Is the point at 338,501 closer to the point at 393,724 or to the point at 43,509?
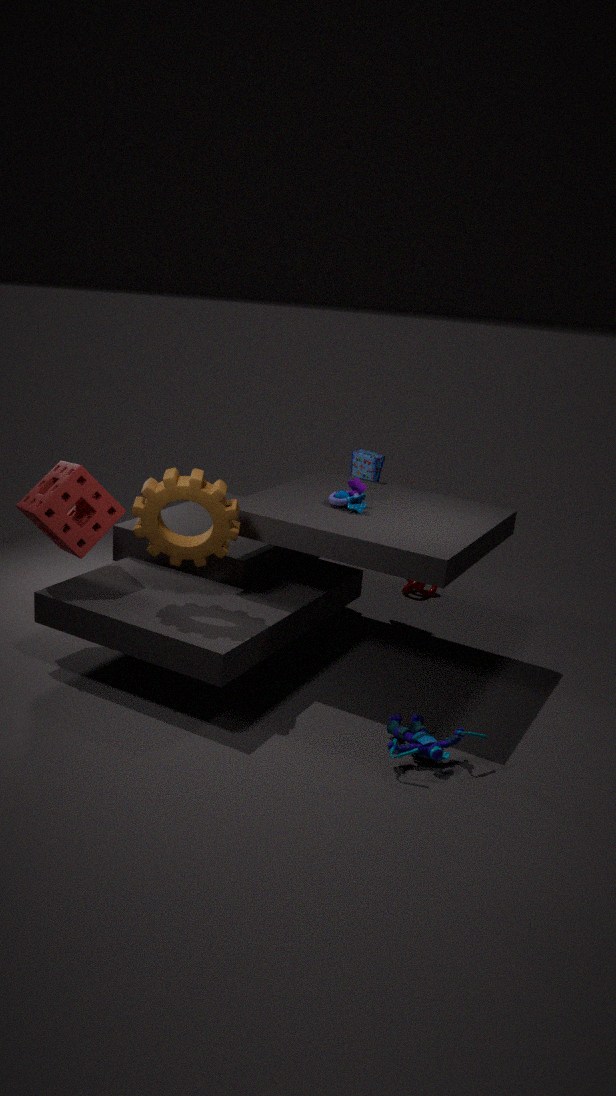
the point at 393,724
